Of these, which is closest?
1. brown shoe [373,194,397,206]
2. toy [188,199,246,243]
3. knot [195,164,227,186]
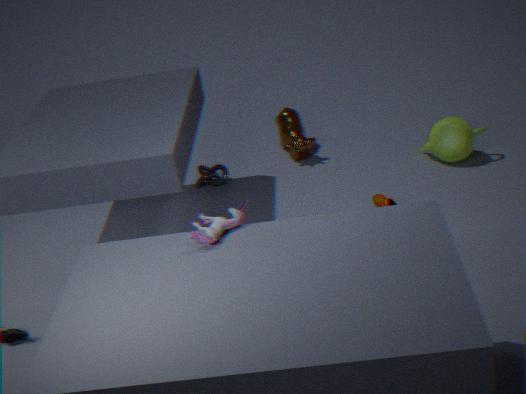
toy [188,199,246,243]
